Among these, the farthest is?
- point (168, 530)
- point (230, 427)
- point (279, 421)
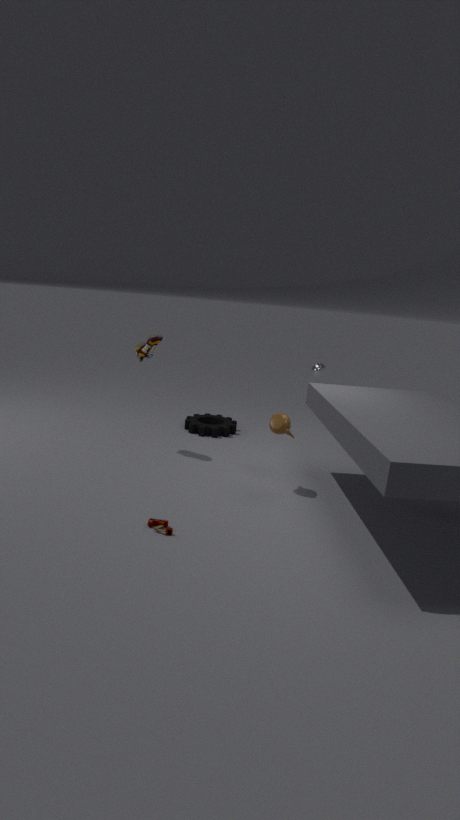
point (230, 427)
